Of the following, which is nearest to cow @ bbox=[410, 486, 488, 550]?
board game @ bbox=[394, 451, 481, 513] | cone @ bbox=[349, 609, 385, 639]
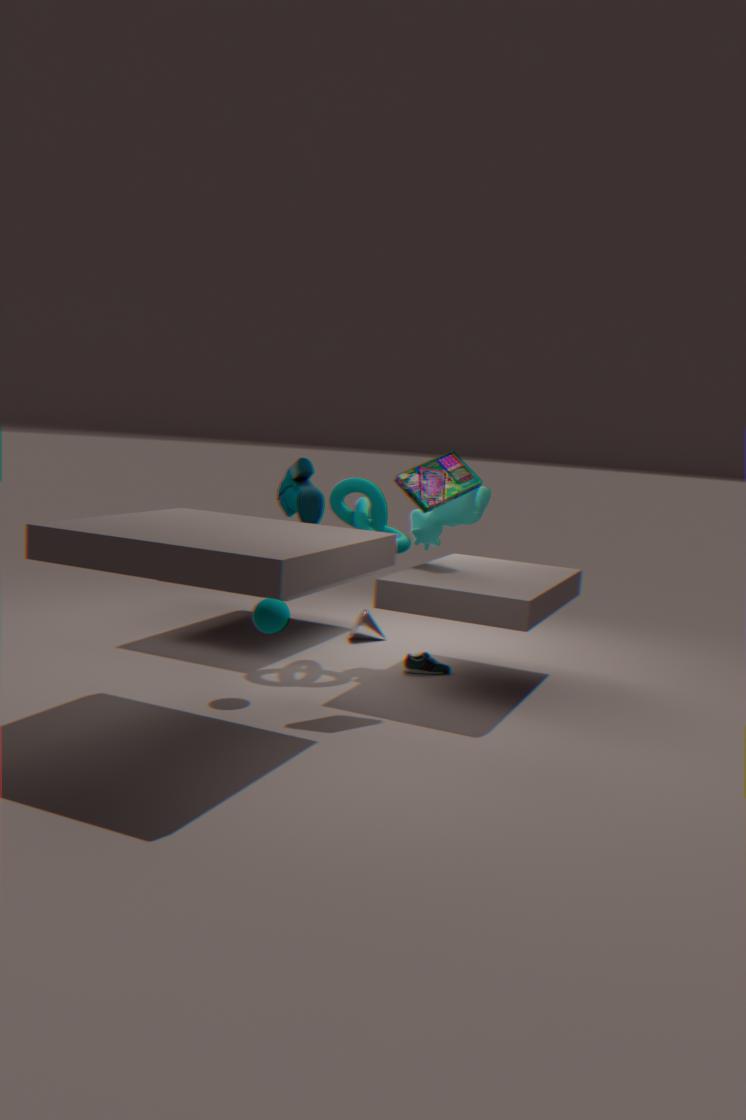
board game @ bbox=[394, 451, 481, 513]
